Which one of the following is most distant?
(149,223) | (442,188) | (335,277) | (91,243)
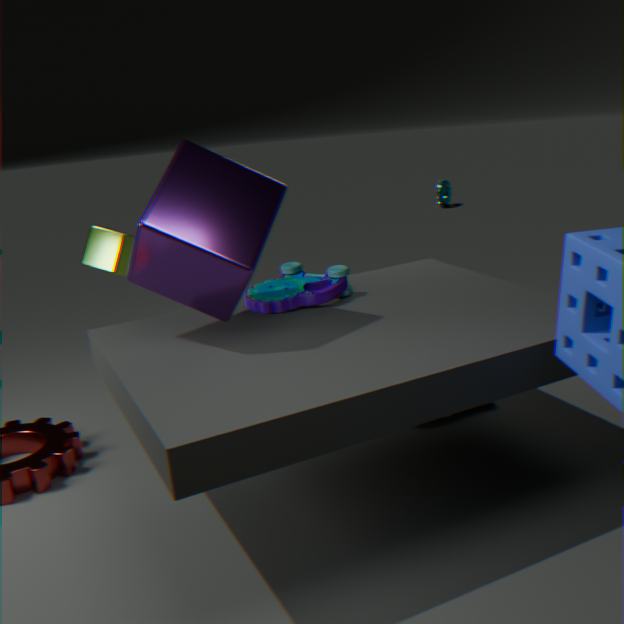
(442,188)
